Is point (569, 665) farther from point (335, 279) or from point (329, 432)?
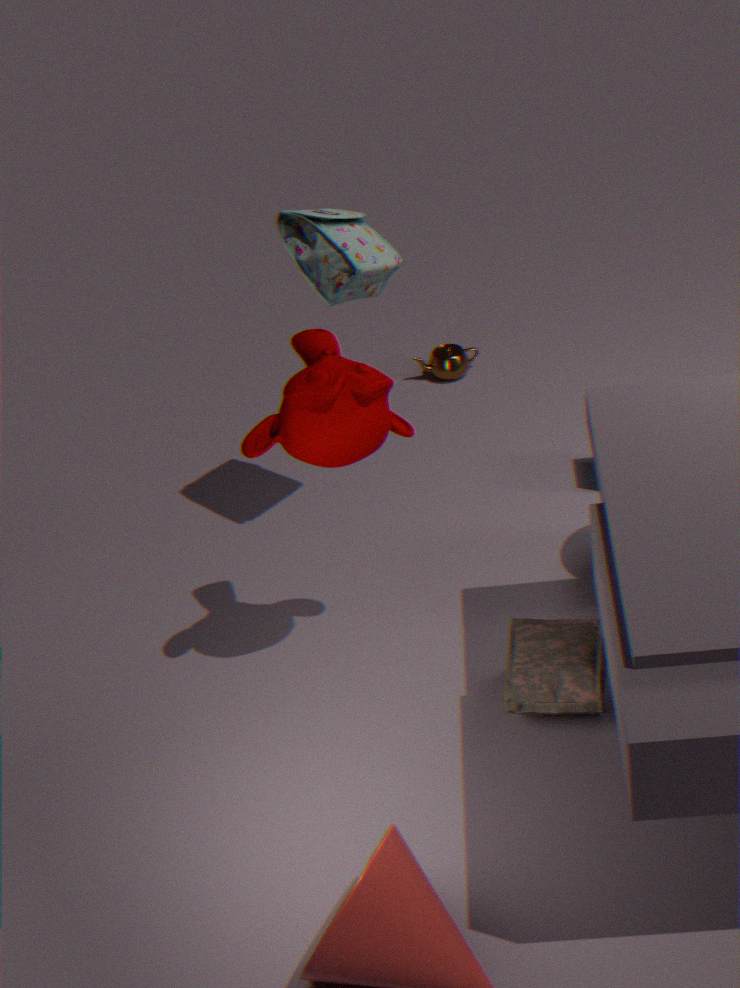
point (335, 279)
